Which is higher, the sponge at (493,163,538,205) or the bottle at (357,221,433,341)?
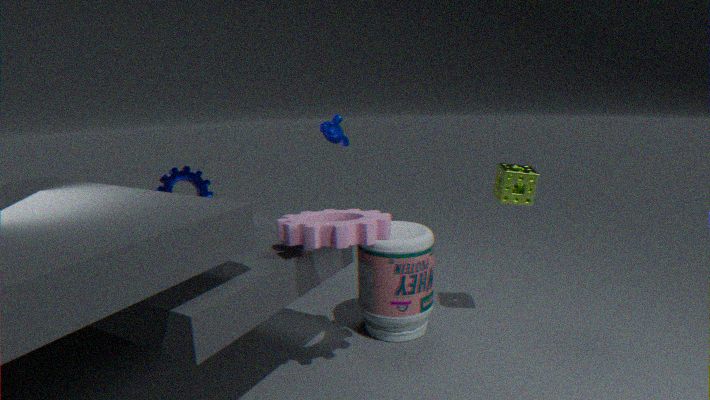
the sponge at (493,163,538,205)
